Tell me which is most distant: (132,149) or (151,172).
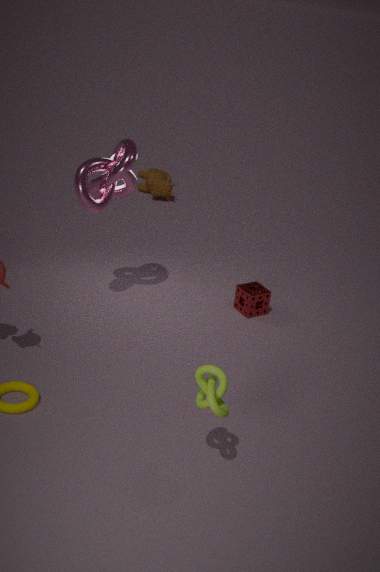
(151,172)
